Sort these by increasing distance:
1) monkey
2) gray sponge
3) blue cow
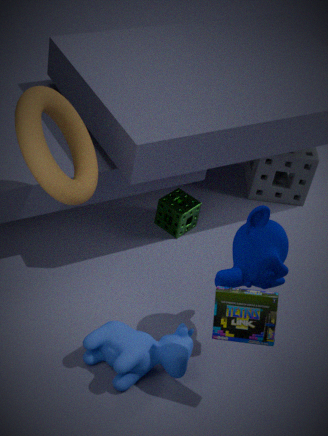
1 → 3 → 2
